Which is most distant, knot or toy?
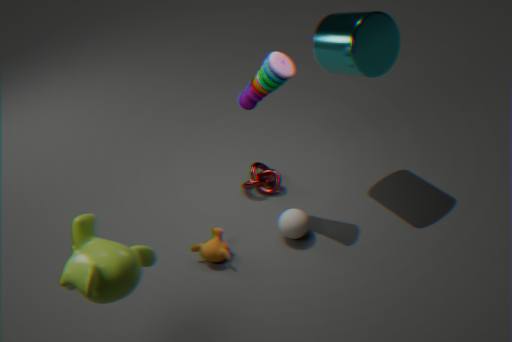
knot
